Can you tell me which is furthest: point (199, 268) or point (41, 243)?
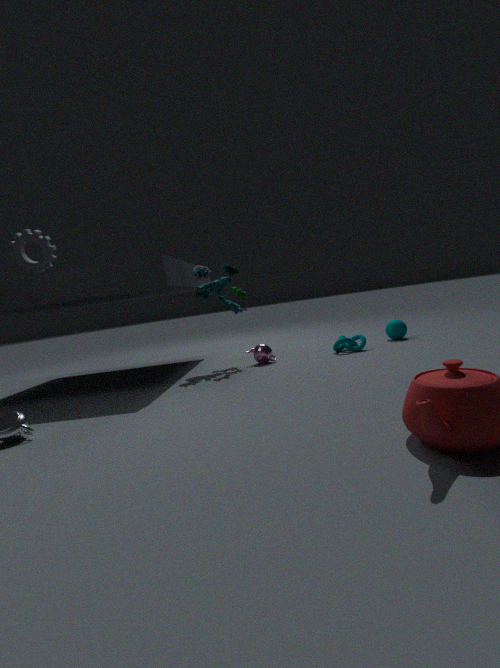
point (199, 268)
